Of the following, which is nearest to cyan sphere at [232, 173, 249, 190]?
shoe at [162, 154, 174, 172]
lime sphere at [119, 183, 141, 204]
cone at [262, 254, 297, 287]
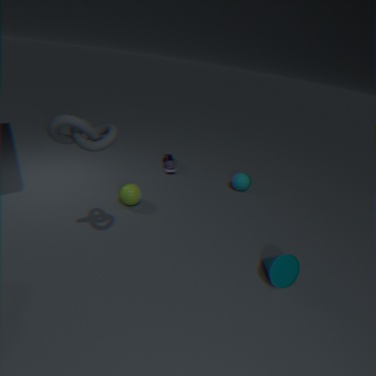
shoe at [162, 154, 174, 172]
